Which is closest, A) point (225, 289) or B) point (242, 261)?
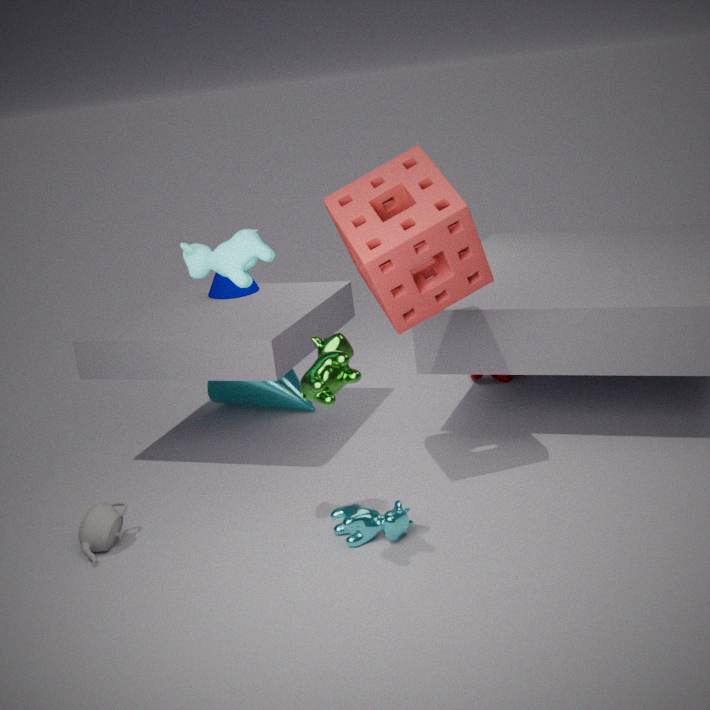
B. point (242, 261)
